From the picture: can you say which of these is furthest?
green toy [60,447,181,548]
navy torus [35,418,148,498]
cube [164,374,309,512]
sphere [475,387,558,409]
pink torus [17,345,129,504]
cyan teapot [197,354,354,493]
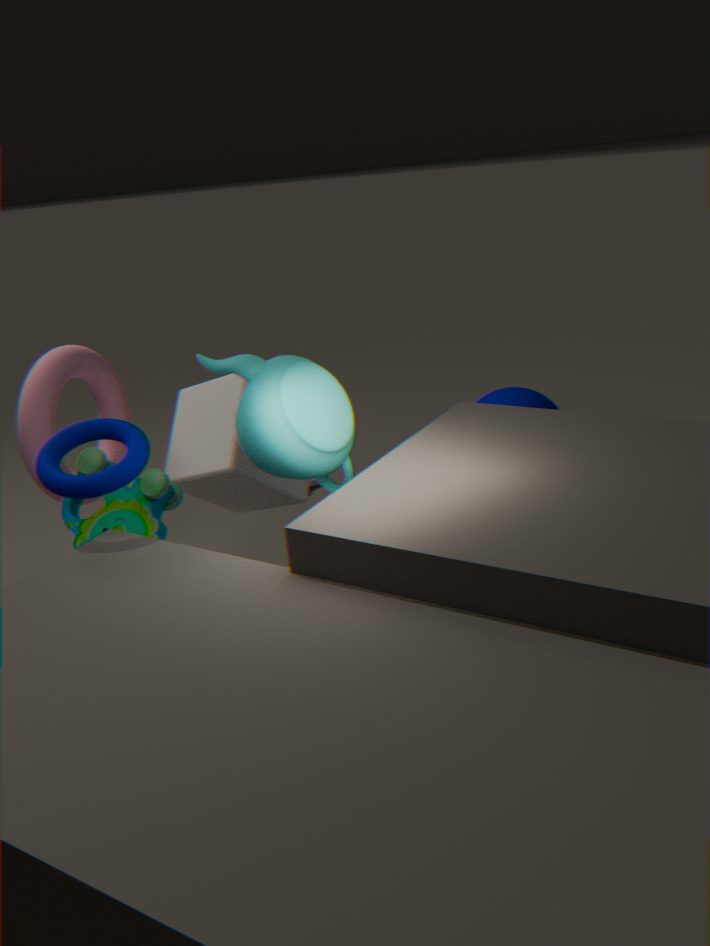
cube [164,374,309,512]
